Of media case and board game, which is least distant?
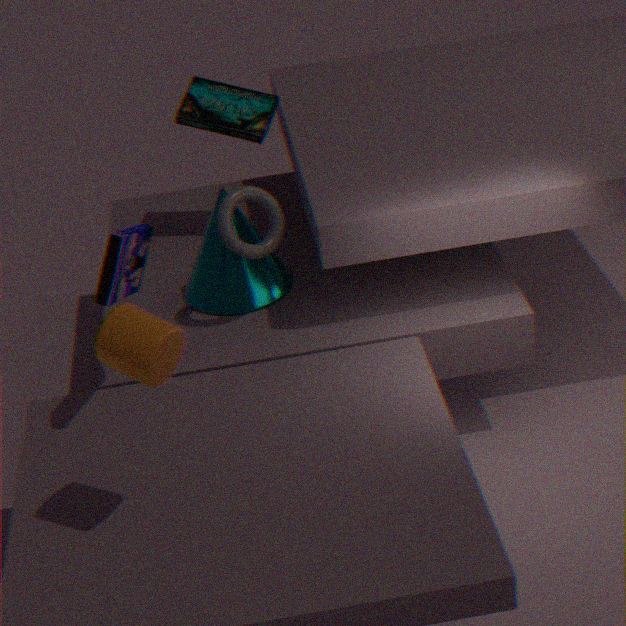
media case
